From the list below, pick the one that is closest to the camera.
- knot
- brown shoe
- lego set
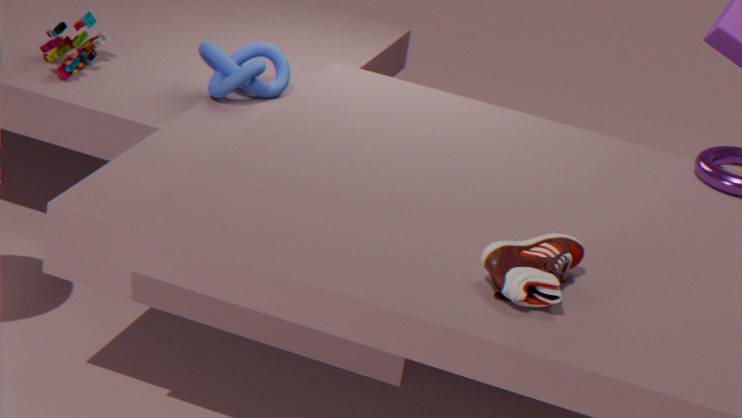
brown shoe
